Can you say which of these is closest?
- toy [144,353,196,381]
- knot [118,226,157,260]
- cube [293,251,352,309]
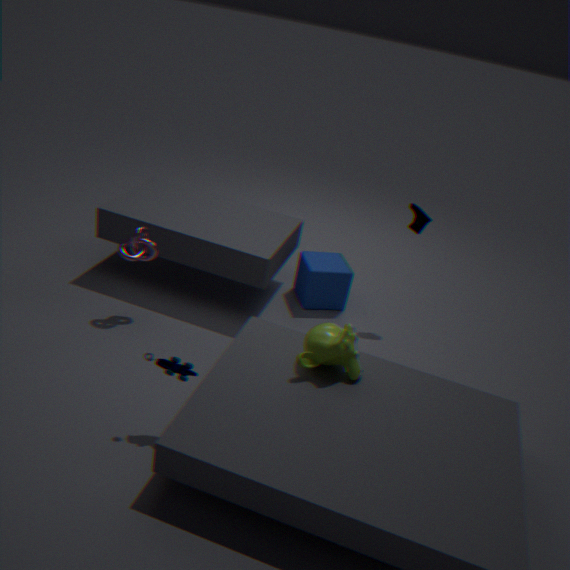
toy [144,353,196,381]
